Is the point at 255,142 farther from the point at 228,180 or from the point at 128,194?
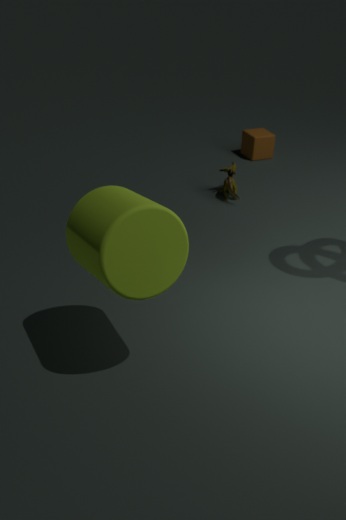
the point at 128,194
